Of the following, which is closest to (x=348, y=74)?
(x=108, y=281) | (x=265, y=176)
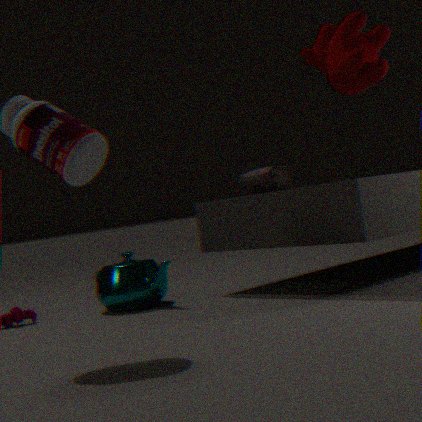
(x=265, y=176)
